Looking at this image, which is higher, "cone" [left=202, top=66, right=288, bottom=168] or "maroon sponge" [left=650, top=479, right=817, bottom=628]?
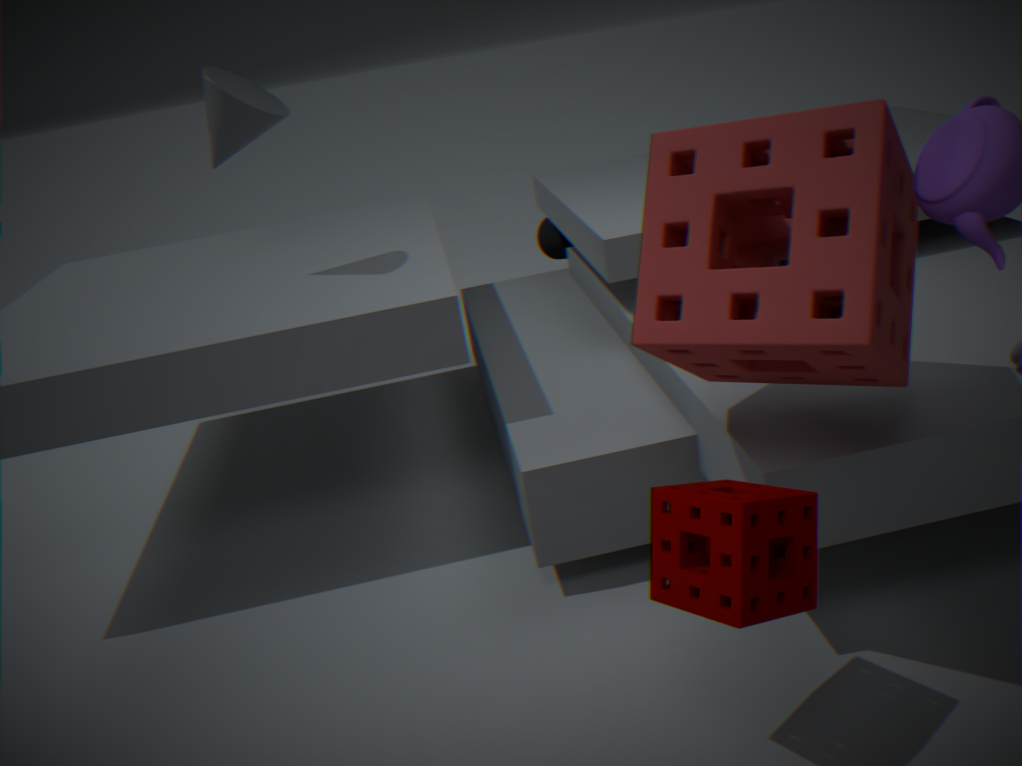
"cone" [left=202, top=66, right=288, bottom=168]
